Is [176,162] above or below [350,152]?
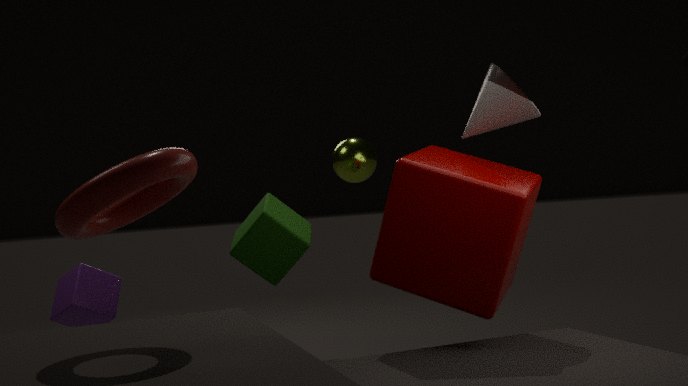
below
